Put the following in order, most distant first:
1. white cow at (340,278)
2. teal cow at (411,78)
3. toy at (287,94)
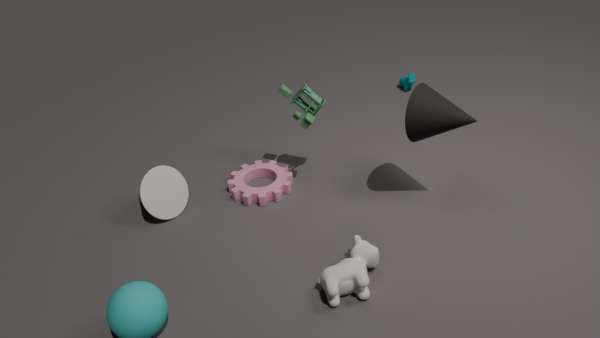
teal cow at (411,78) < toy at (287,94) < white cow at (340,278)
